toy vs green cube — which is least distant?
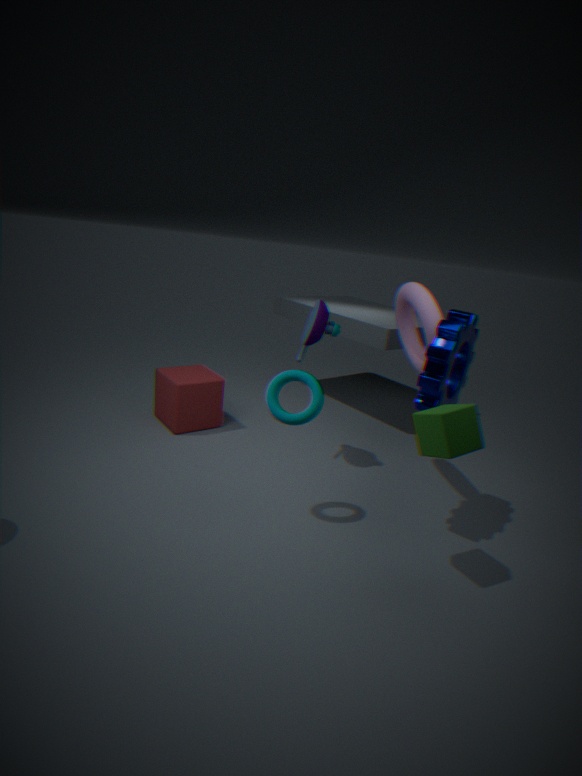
green cube
